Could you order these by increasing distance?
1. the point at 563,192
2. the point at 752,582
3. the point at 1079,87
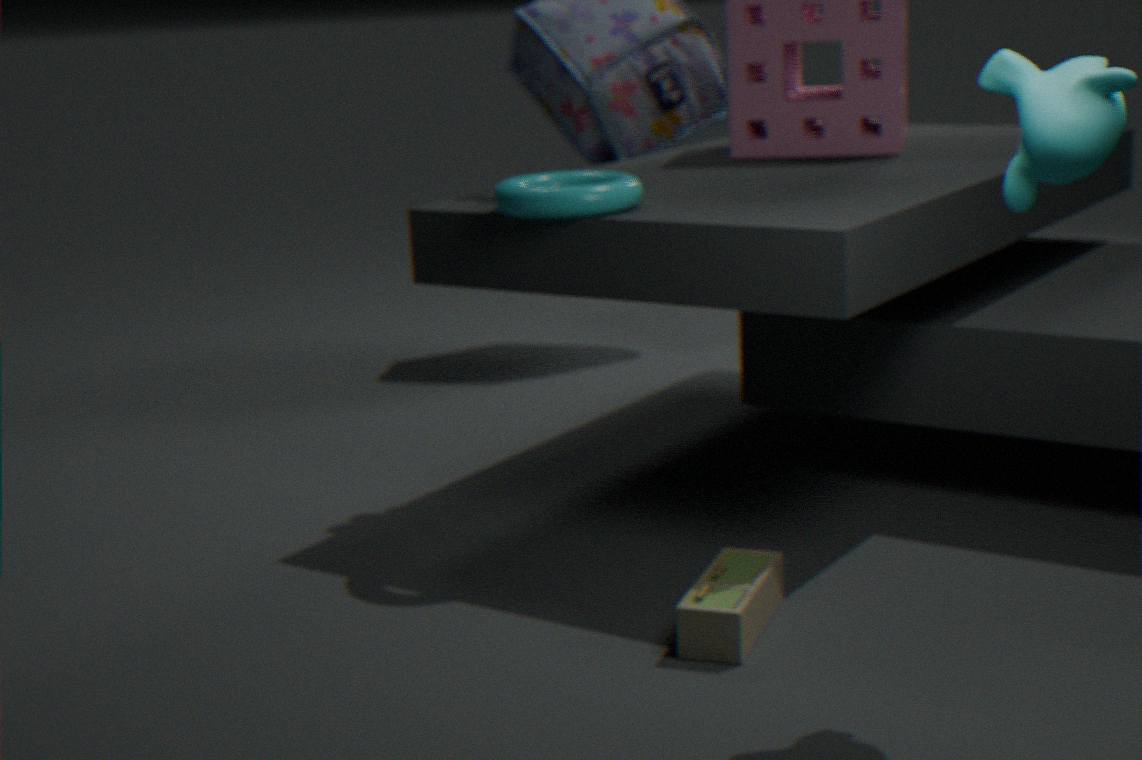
1. the point at 1079,87
2. the point at 752,582
3. the point at 563,192
